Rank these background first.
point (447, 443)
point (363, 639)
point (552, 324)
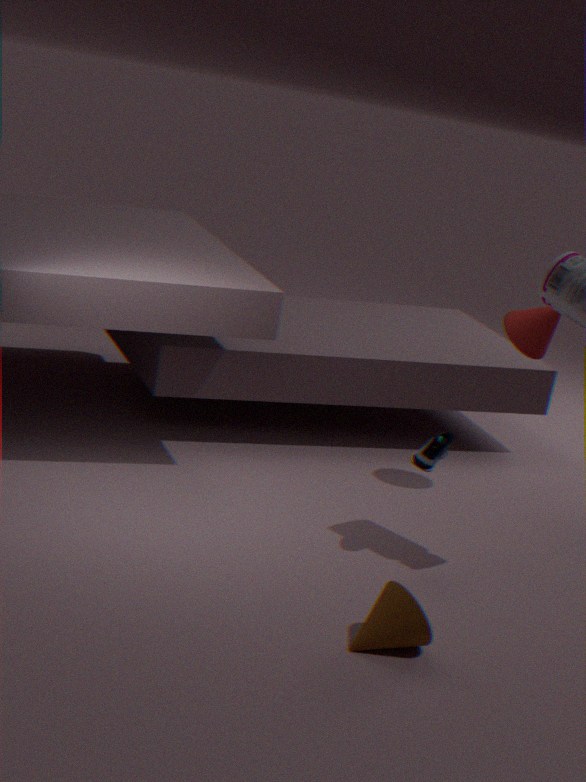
1. point (552, 324)
2. point (447, 443)
3. point (363, 639)
